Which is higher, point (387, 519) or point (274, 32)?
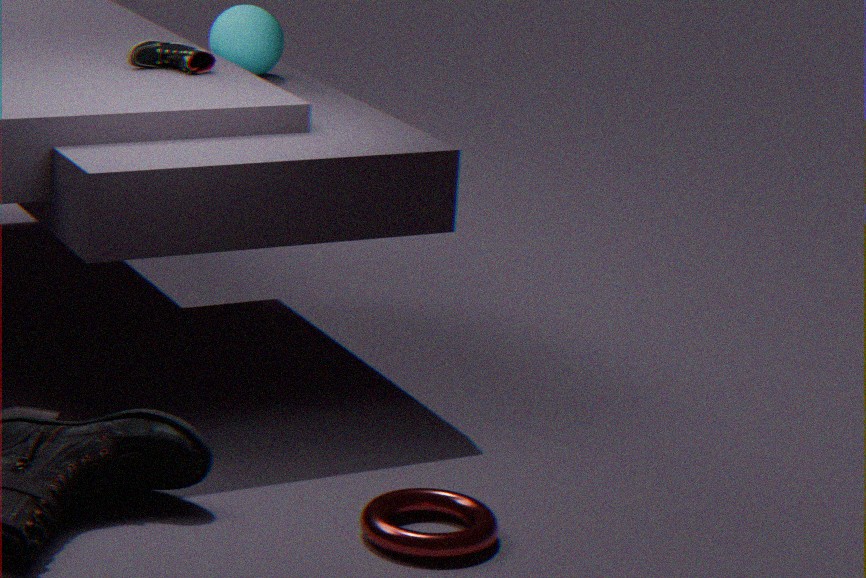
point (274, 32)
